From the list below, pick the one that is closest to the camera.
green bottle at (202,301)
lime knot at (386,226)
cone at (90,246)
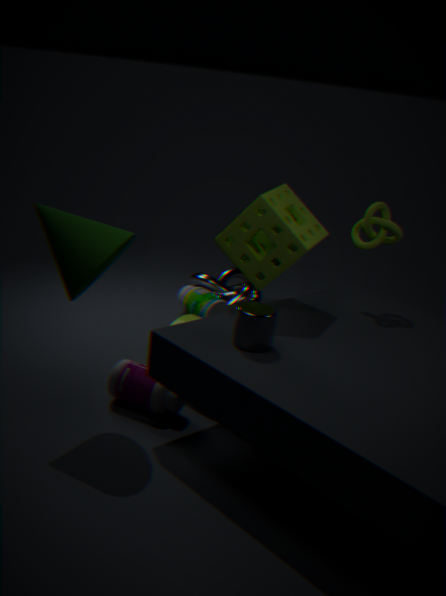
cone at (90,246)
